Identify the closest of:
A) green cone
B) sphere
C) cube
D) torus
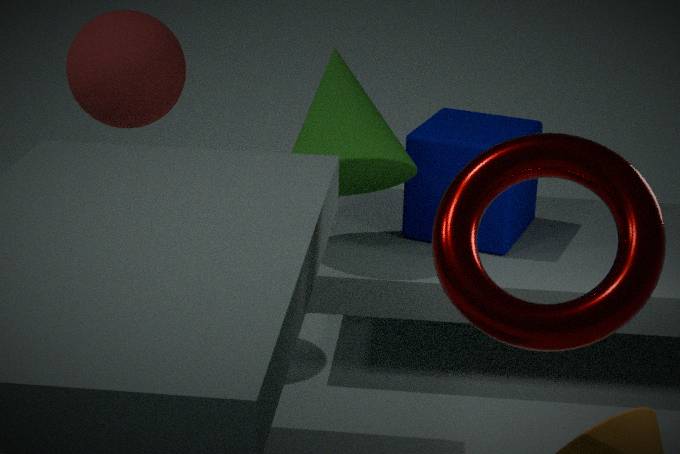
torus
